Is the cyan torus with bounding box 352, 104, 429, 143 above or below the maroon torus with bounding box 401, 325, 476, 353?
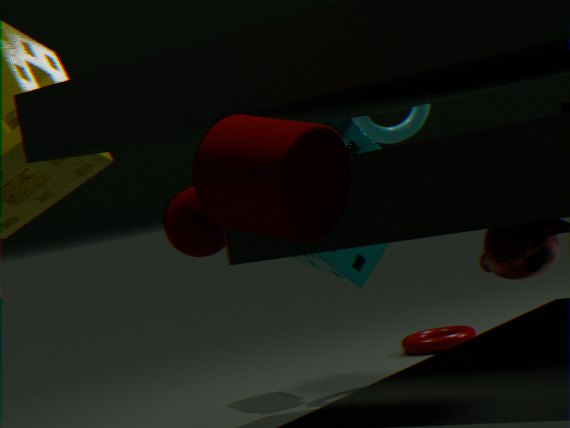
above
